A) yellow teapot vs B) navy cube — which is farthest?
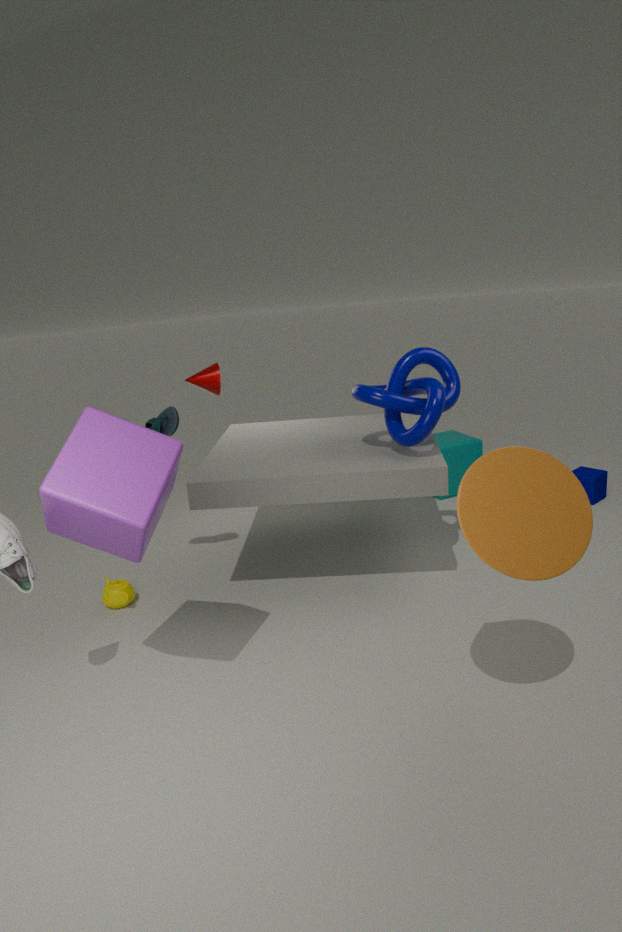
B. navy cube
